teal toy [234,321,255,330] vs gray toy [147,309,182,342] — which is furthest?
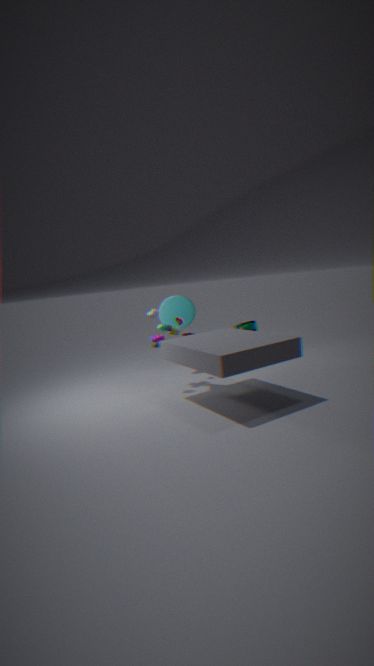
teal toy [234,321,255,330]
